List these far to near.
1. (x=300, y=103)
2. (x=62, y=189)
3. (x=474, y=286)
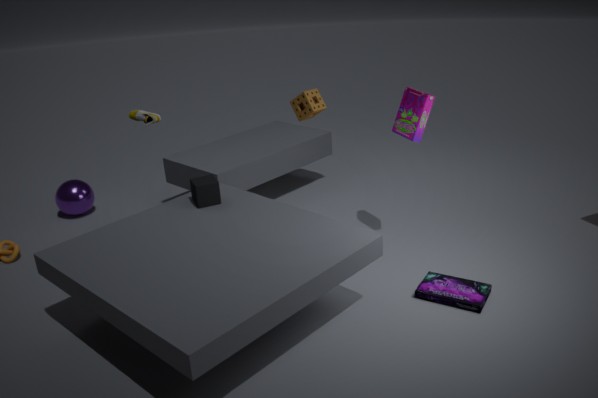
(x=62, y=189)
(x=300, y=103)
(x=474, y=286)
